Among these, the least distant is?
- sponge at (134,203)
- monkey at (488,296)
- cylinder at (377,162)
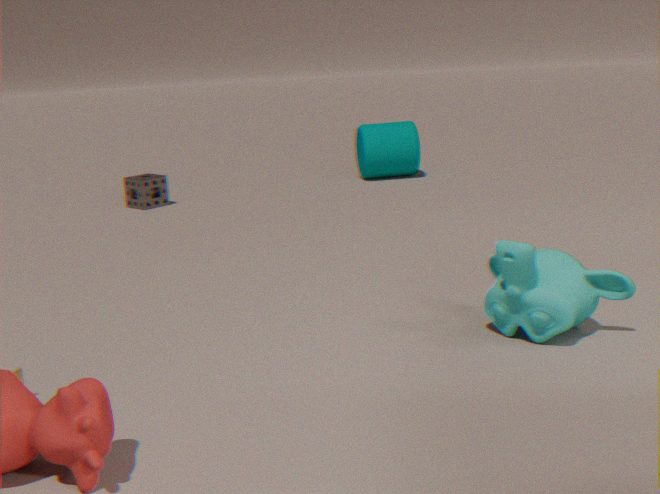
monkey at (488,296)
